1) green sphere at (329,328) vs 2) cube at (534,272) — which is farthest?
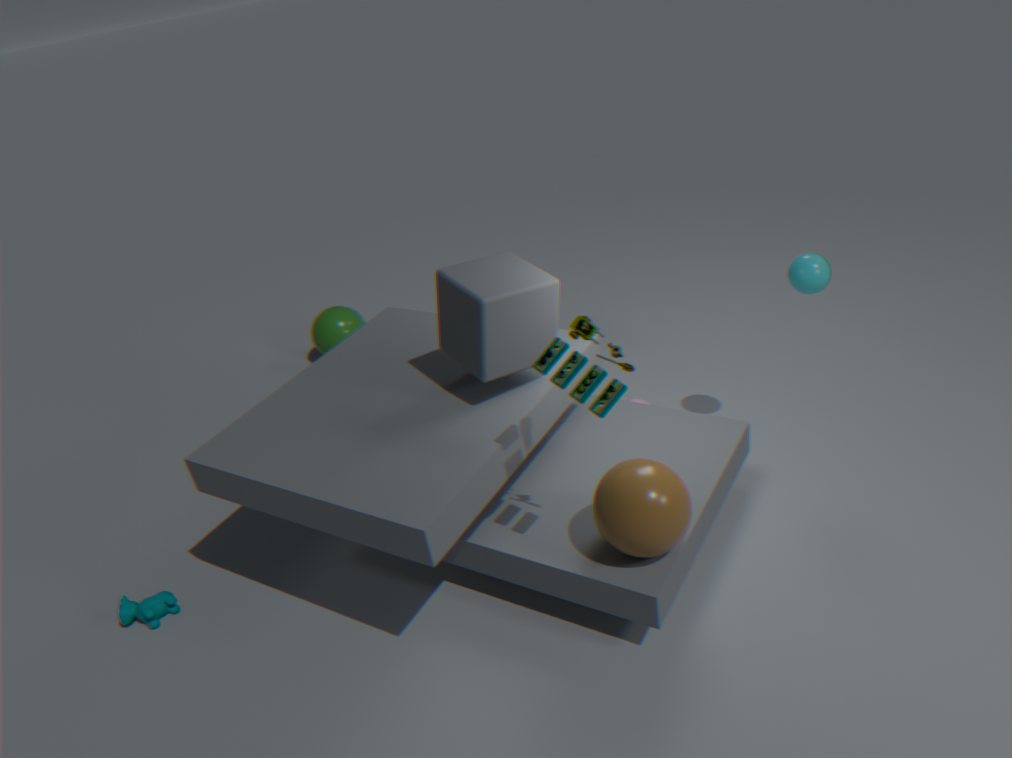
1. green sphere at (329,328)
